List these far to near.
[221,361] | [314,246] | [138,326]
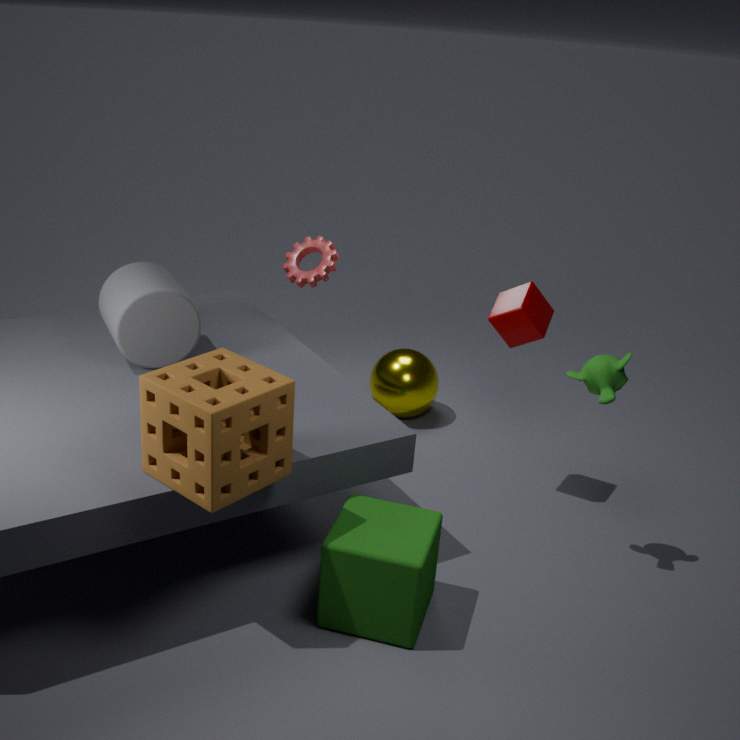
[314,246] < [138,326] < [221,361]
